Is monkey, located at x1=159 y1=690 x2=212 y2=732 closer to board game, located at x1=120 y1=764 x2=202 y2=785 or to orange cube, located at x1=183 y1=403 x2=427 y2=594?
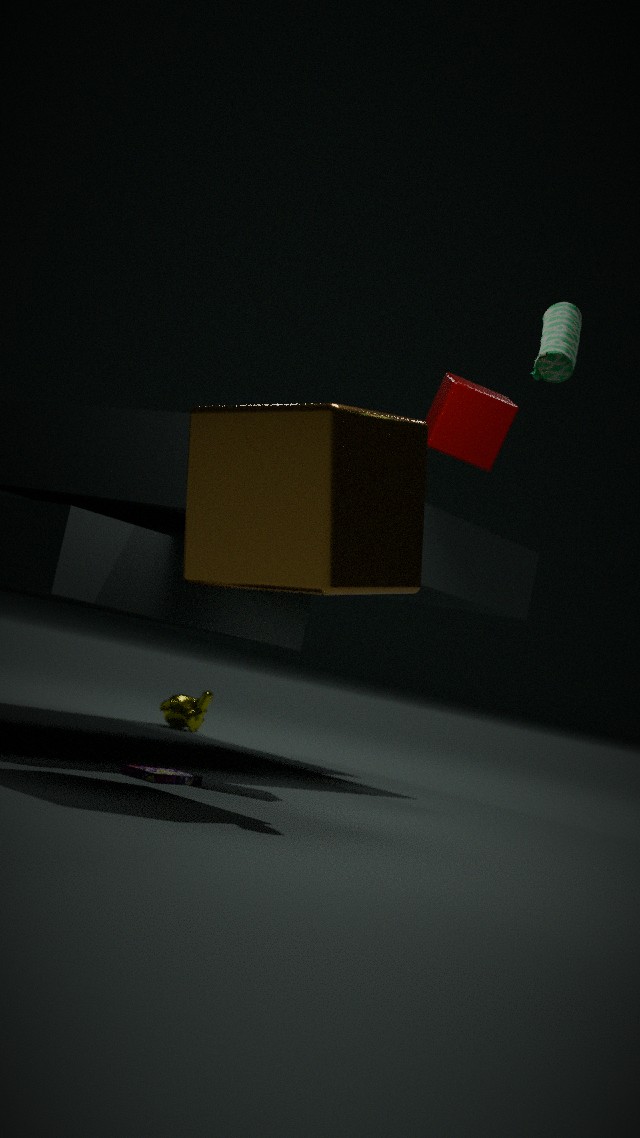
board game, located at x1=120 y1=764 x2=202 y2=785
